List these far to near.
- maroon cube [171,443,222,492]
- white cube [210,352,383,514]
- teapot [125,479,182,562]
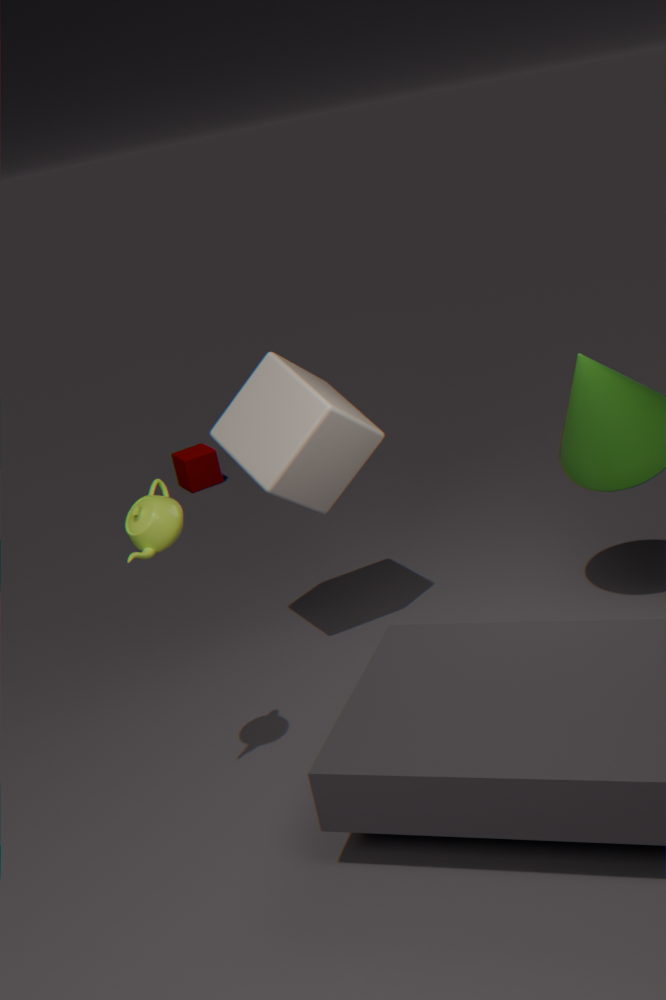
maroon cube [171,443,222,492]
white cube [210,352,383,514]
teapot [125,479,182,562]
